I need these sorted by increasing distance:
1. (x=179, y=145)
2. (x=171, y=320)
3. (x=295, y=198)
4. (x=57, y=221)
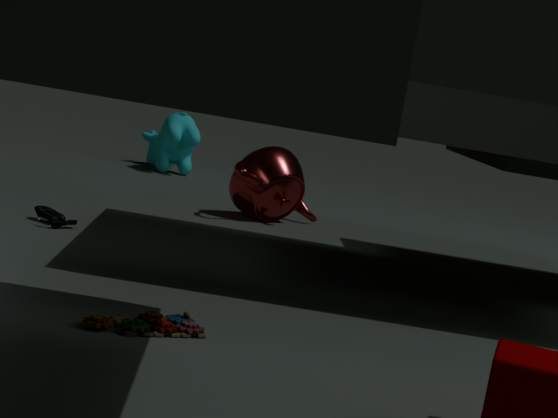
1. (x=171, y=320)
2. (x=57, y=221)
3. (x=295, y=198)
4. (x=179, y=145)
